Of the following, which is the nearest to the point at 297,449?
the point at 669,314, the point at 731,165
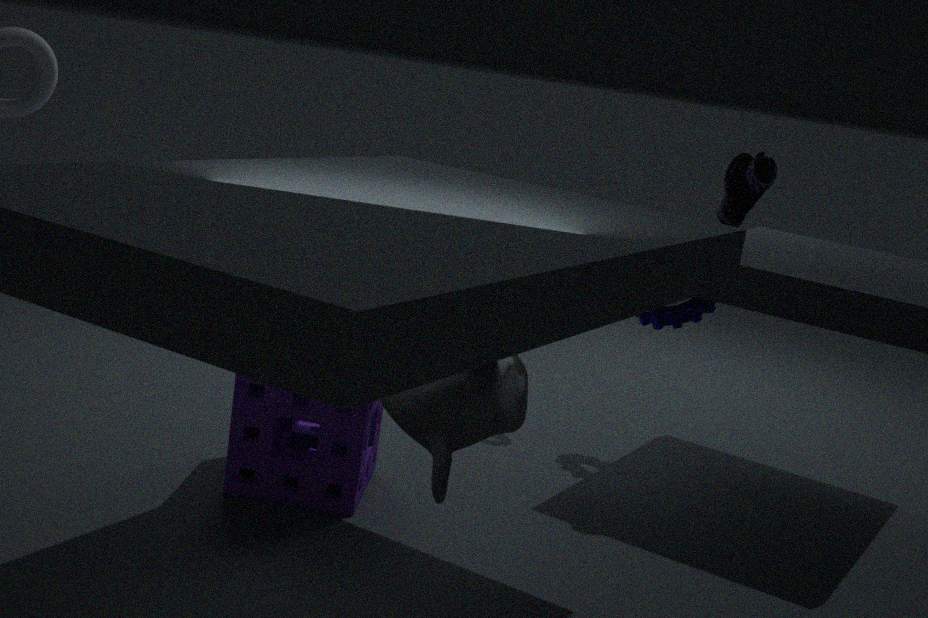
the point at 669,314
